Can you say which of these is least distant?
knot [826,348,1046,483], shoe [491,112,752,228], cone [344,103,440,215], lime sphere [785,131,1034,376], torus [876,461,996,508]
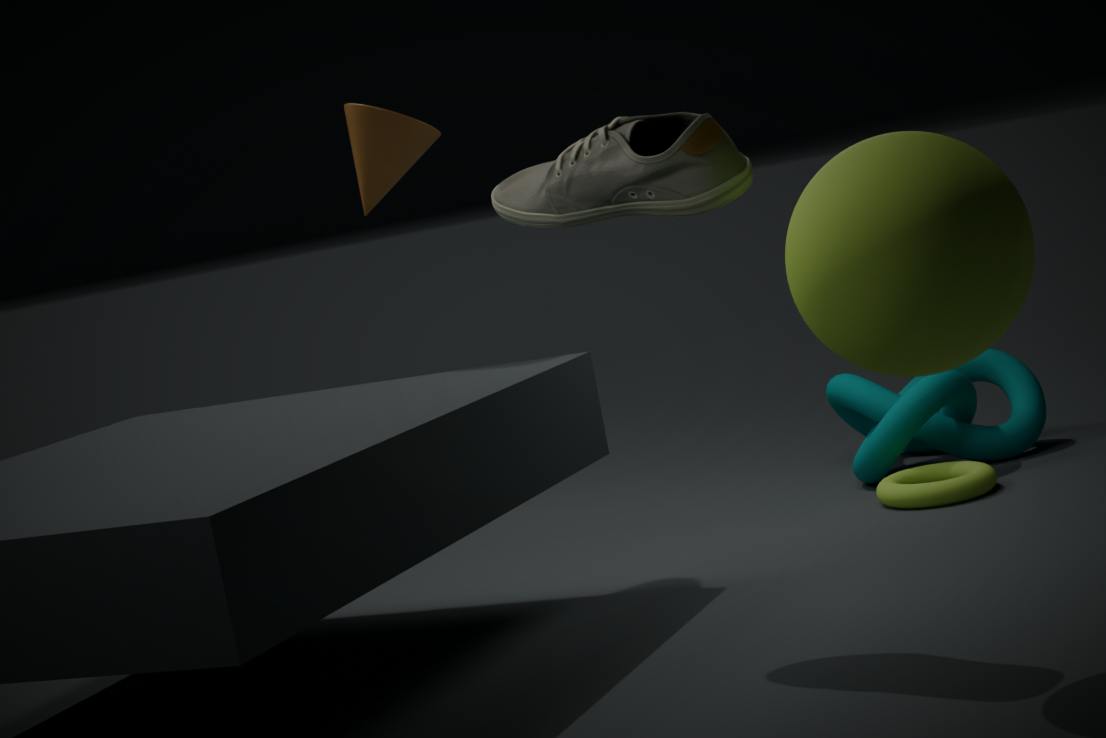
lime sphere [785,131,1034,376]
